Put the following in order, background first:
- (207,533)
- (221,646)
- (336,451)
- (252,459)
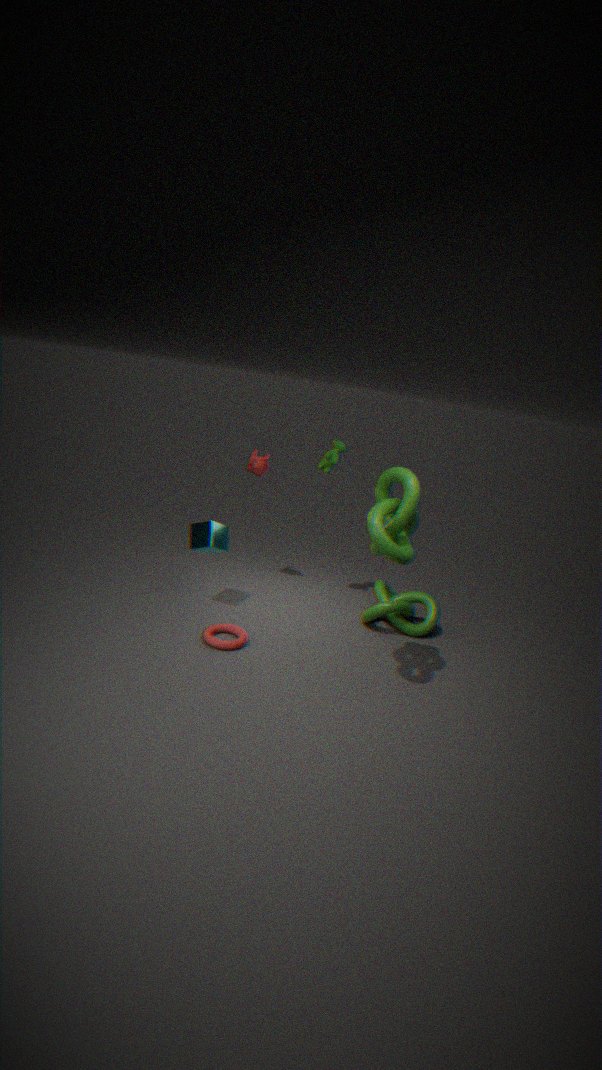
1. (252,459)
2. (336,451)
3. (207,533)
4. (221,646)
